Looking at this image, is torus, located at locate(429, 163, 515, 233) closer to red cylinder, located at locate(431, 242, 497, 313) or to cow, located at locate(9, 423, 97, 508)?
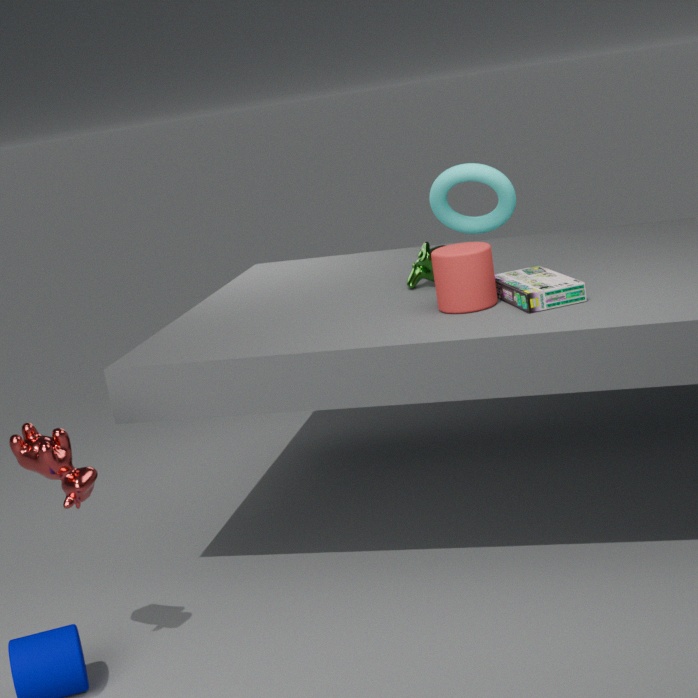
red cylinder, located at locate(431, 242, 497, 313)
